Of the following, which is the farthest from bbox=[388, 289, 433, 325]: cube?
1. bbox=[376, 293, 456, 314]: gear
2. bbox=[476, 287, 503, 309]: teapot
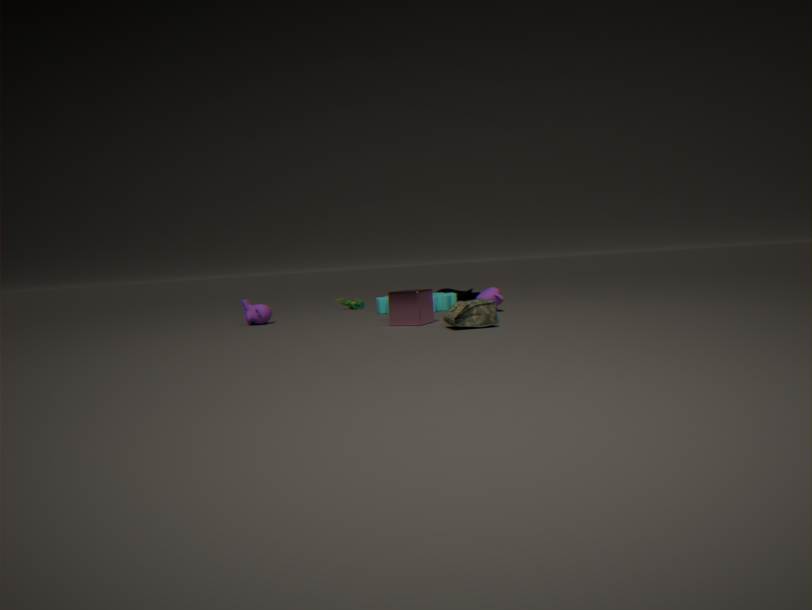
bbox=[376, 293, 456, 314]: gear
